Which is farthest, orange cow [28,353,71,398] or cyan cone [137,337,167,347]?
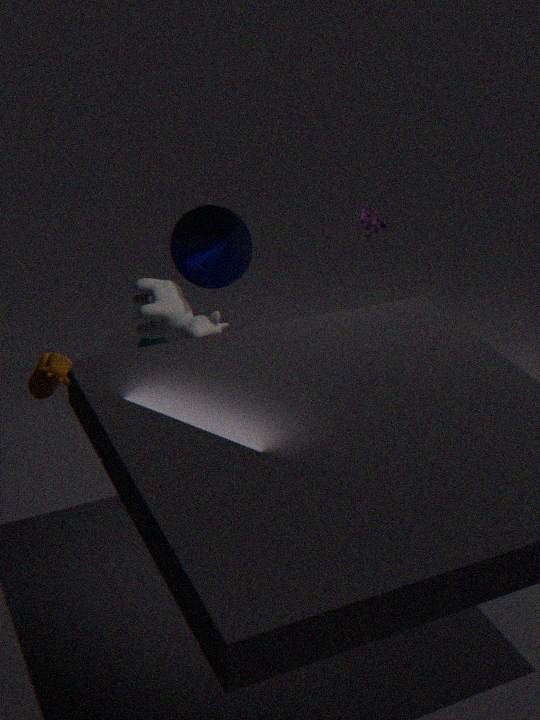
cyan cone [137,337,167,347]
